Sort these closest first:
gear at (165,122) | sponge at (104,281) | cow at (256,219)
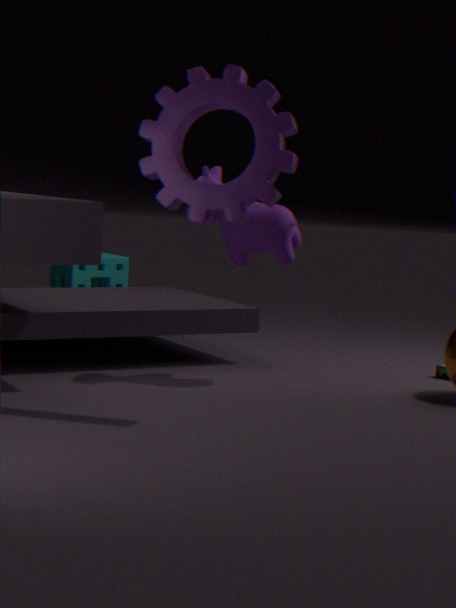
gear at (165,122)
cow at (256,219)
sponge at (104,281)
